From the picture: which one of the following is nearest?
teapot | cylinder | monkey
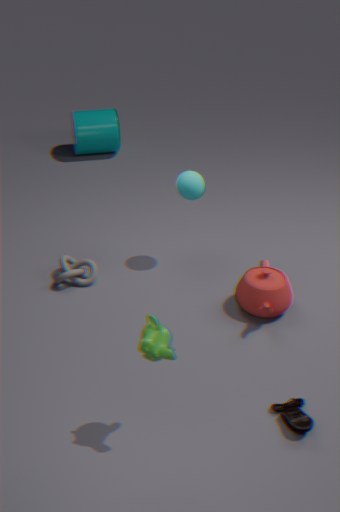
monkey
